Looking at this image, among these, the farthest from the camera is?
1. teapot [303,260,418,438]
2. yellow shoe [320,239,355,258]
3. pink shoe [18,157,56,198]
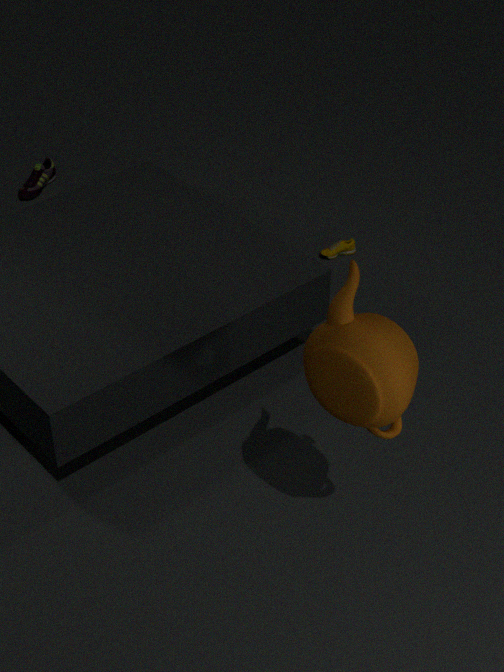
pink shoe [18,157,56,198]
